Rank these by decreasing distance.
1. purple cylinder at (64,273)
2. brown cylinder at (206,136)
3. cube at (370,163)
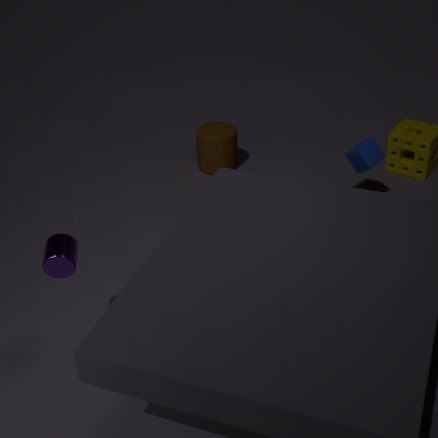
1. brown cylinder at (206,136)
2. cube at (370,163)
3. purple cylinder at (64,273)
